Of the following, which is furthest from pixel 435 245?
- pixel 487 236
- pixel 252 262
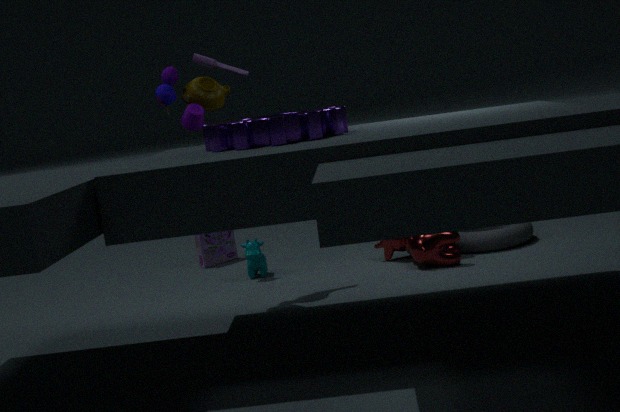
pixel 252 262
